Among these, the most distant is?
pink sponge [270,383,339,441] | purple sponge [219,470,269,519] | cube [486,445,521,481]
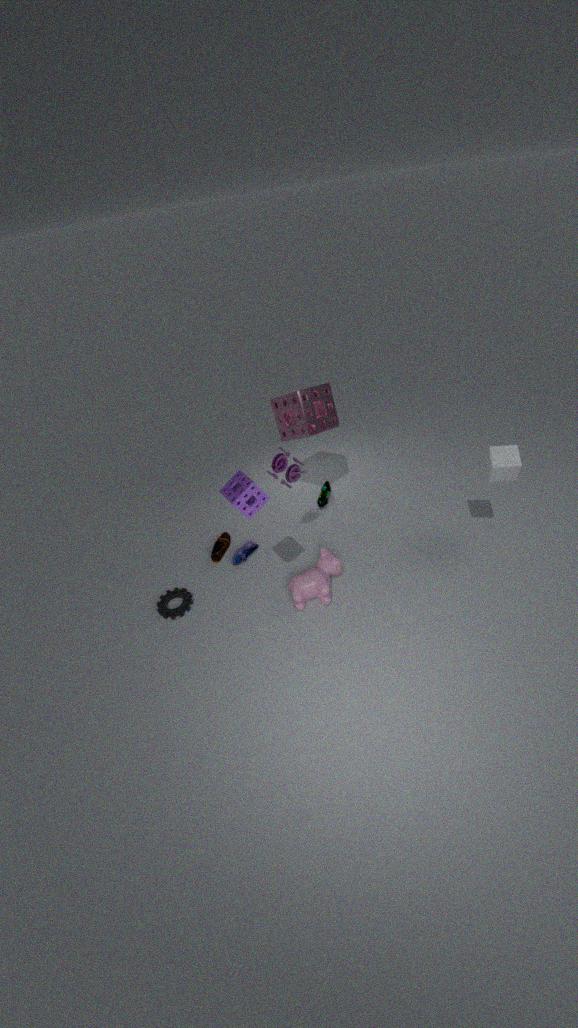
pink sponge [270,383,339,441]
